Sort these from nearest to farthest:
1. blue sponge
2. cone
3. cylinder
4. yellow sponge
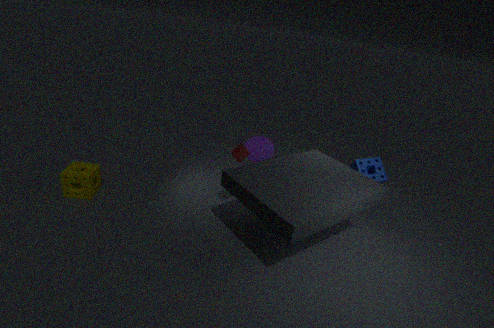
1. cylinder
2. yellow sponge
3. blue sponge
4. cone
